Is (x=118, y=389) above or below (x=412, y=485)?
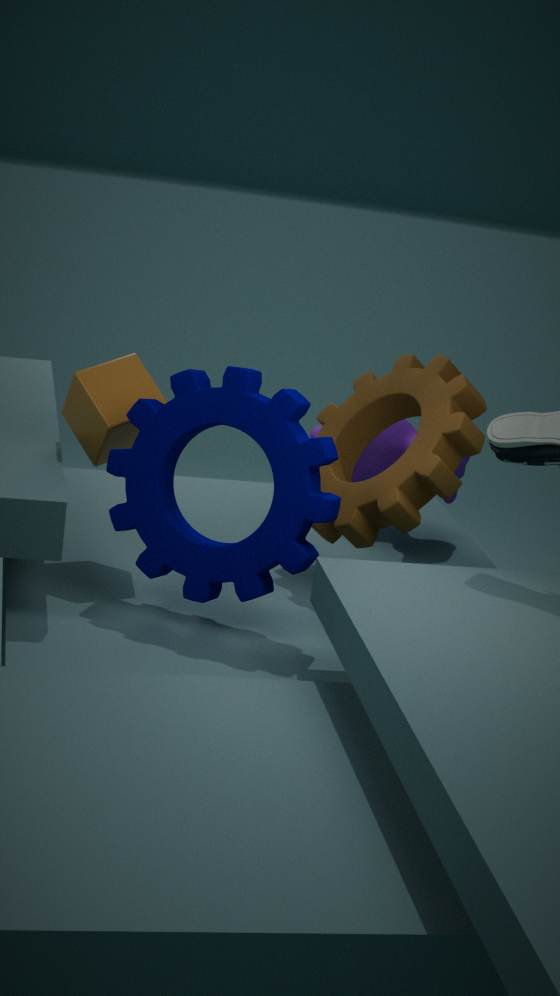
above
